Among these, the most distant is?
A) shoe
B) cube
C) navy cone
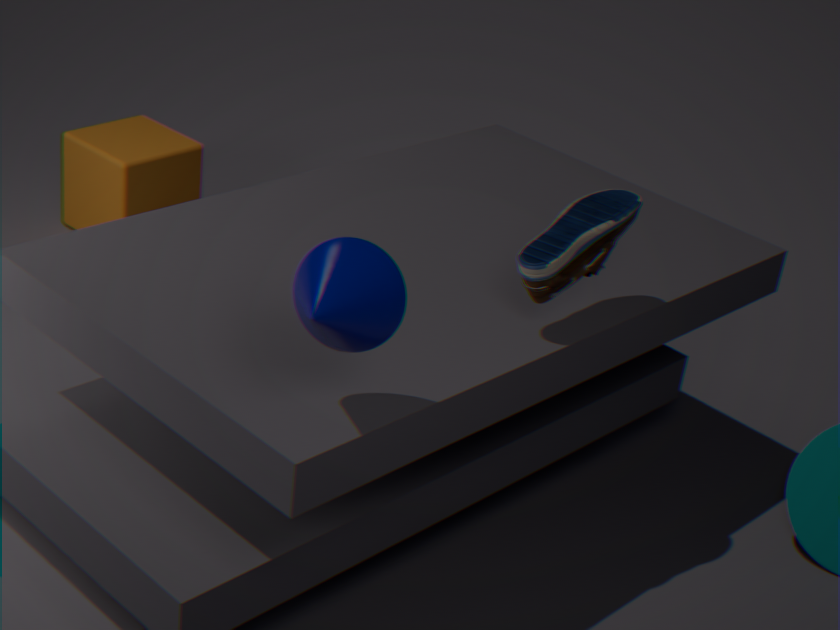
cube
